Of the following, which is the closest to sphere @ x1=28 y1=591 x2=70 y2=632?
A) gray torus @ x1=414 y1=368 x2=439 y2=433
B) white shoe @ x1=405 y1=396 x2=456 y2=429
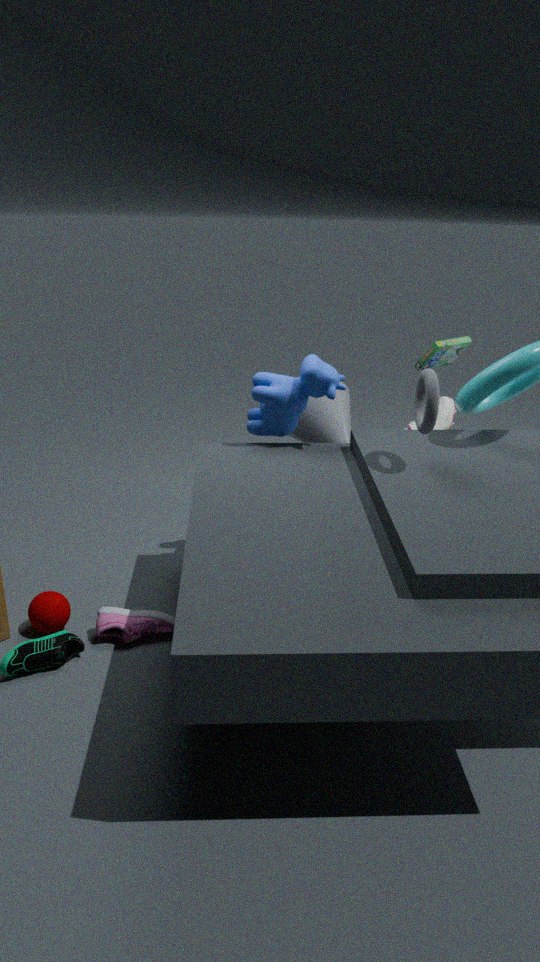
gray torus @ x1=414 y1=368 x2=439 y2=433
